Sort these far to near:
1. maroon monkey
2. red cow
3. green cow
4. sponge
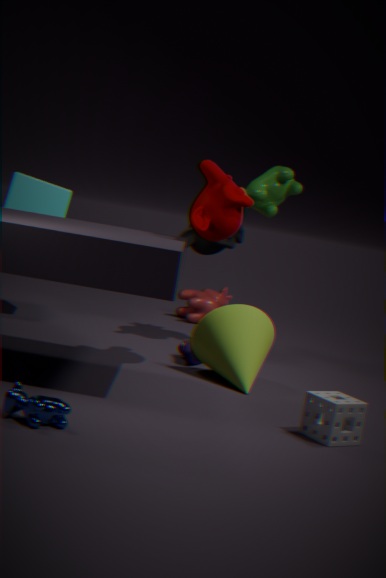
1. red cow
2. green cow
3. maroon monkey
4. sponge
